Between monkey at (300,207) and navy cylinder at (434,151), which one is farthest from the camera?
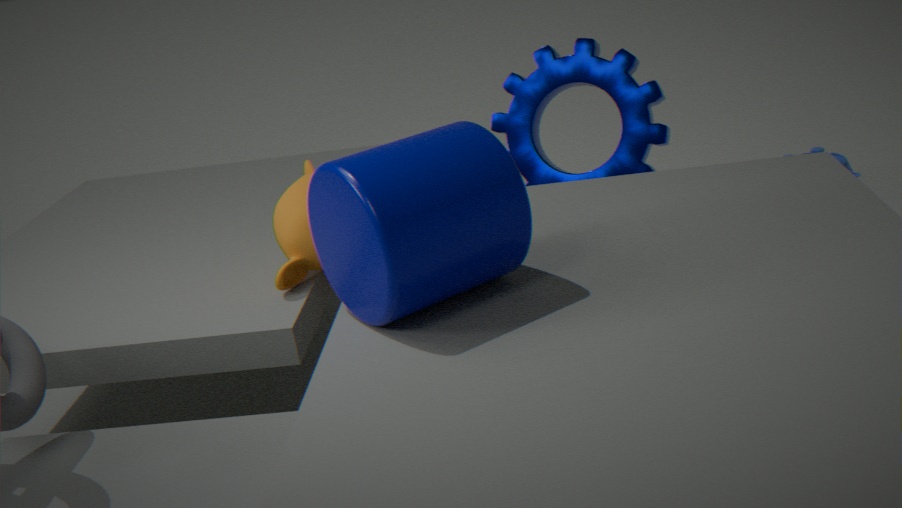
monkey at (300,207)
